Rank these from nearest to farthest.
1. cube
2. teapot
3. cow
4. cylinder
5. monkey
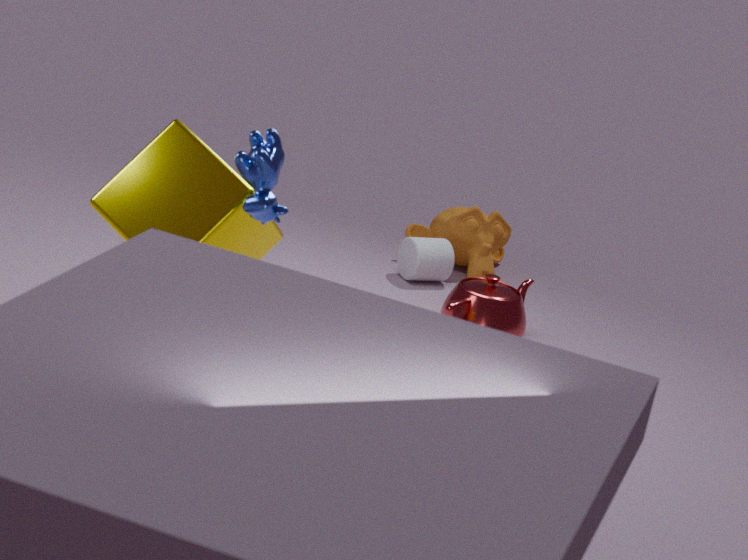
cow → cube → teapot → cylinder → monkey
